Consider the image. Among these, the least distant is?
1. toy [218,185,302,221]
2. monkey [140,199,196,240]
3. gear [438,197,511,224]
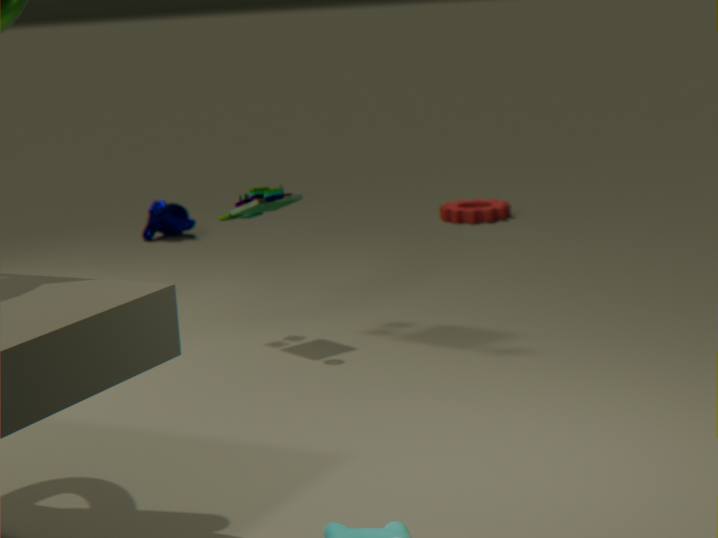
toy [218,185,302,221]
